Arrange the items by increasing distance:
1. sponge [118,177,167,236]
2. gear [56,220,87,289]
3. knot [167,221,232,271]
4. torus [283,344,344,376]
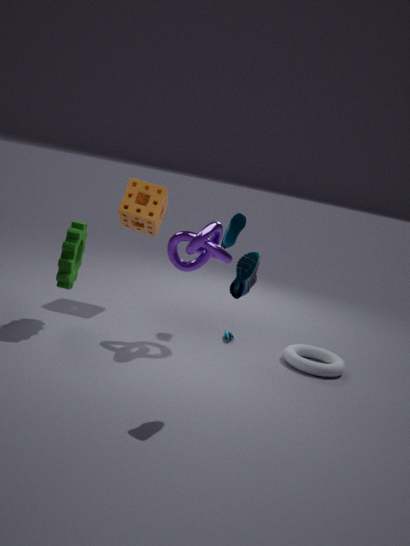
1. gear [56,220,87,289]
2. knot [167,221,232,271]
3. torus [283,344,344,376]
4. sponge [118,177,167,236]
